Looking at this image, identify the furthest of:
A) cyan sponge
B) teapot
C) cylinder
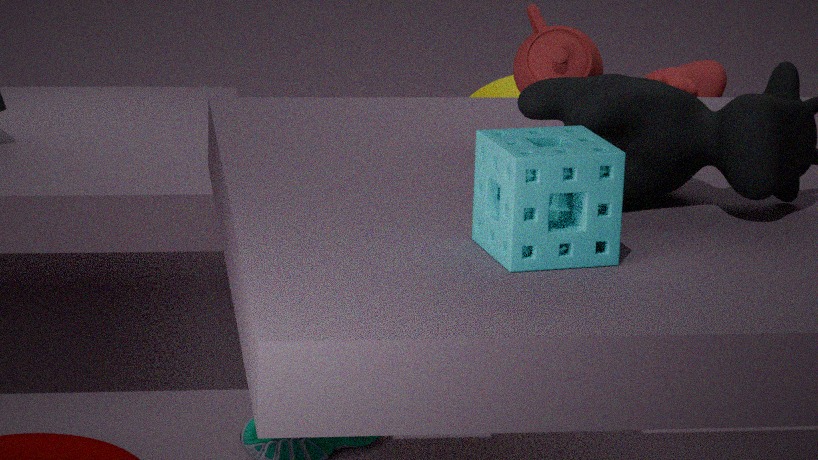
cylinder
